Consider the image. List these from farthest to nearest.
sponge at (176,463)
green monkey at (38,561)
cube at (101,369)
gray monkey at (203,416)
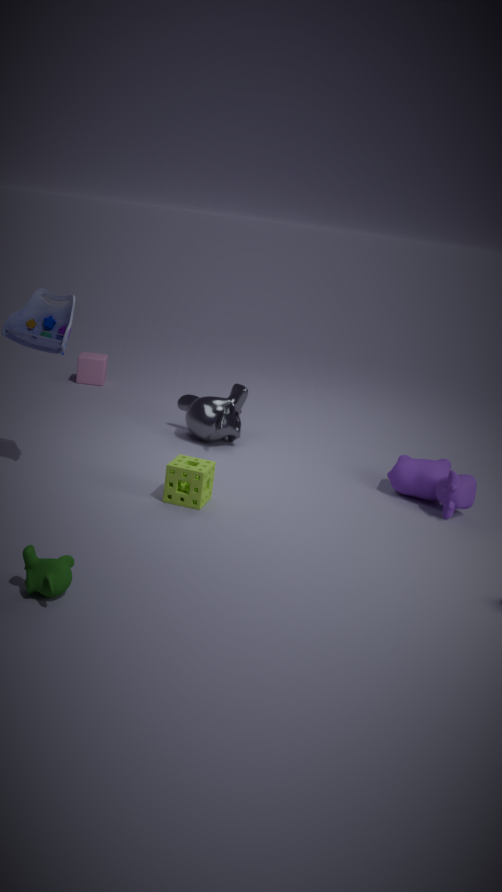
cube at (101,369) → gray monkey at (203,416) → sponge at (176,463) → green monkey at (38,561)
